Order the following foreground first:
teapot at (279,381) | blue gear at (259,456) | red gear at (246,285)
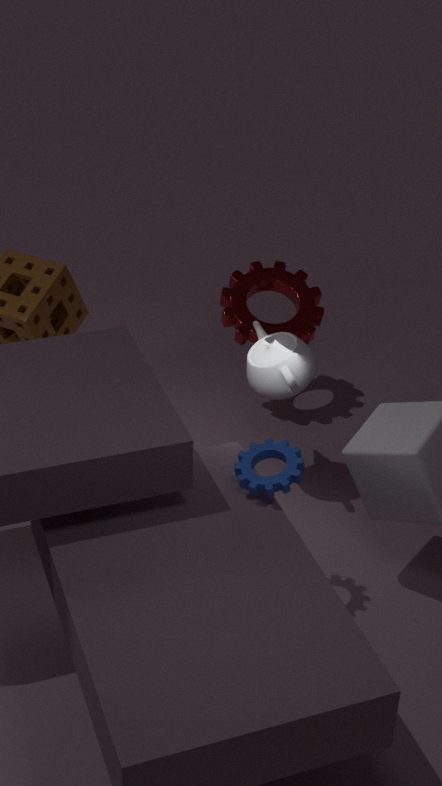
blue gear at (259,456) → teapot at (279,381) → red gear at (246,285)
